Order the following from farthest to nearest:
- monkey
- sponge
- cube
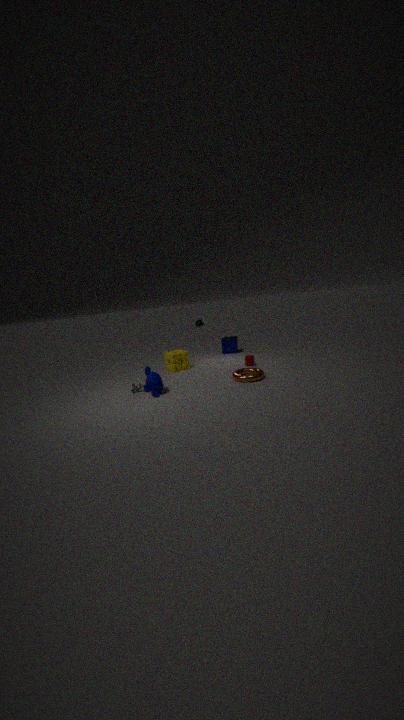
cube → sponge → monkey
